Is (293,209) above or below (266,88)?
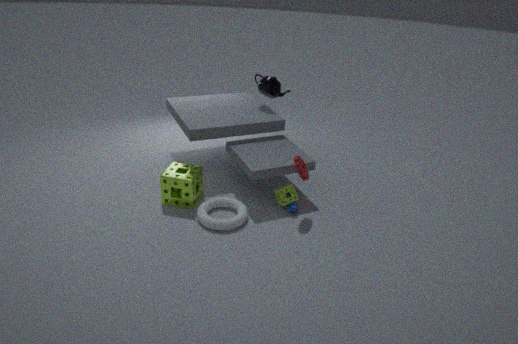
below
